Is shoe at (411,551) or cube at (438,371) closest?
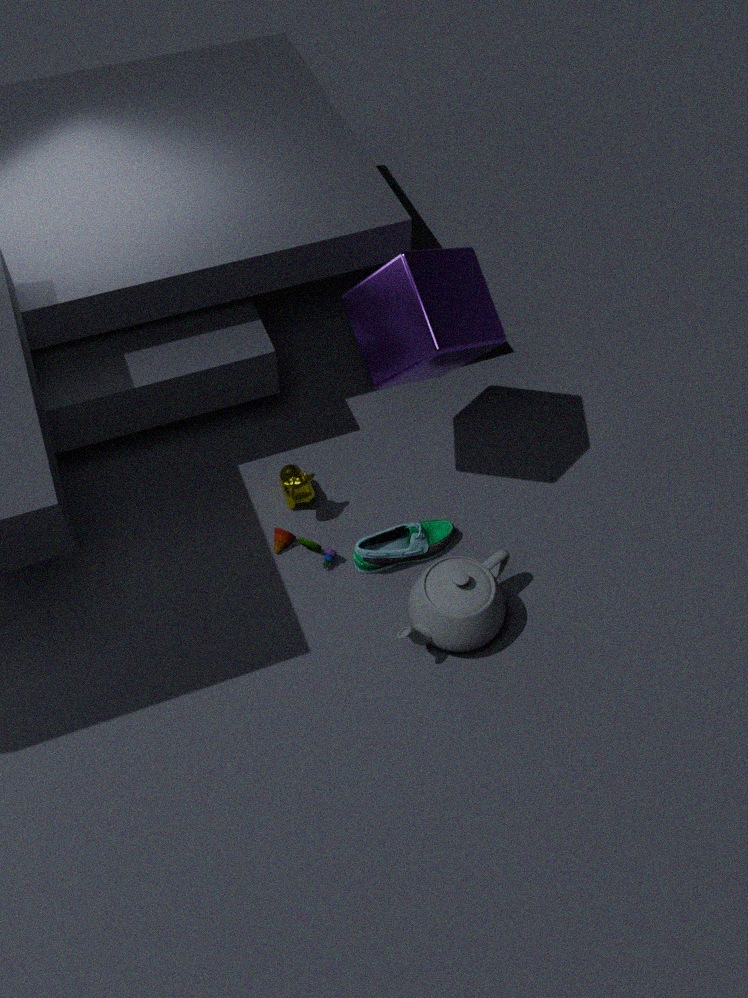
cube at (438,371)
